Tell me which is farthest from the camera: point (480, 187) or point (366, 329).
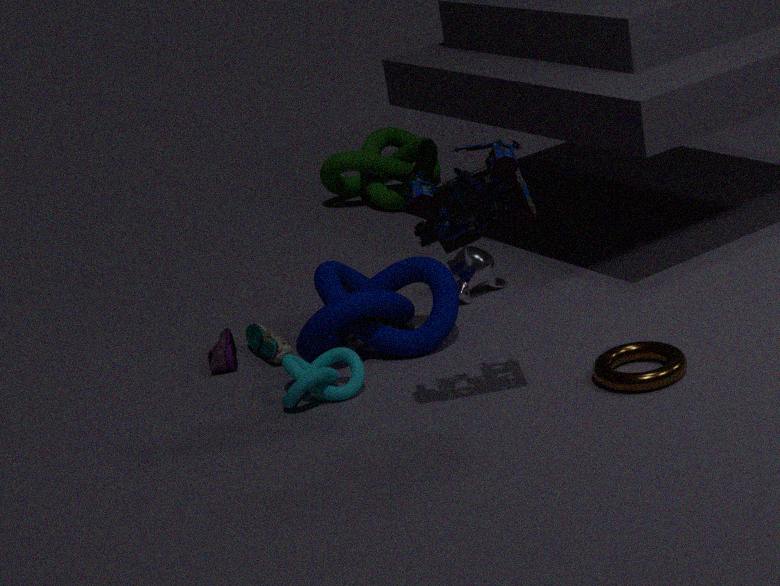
point (366, 329)
